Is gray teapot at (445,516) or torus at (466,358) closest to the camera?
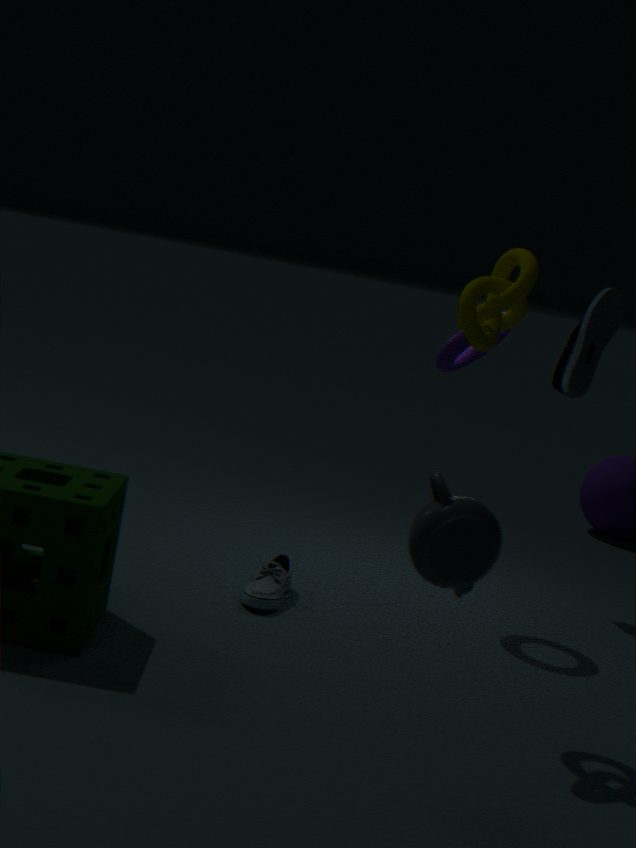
gray teapot at (445,516)
